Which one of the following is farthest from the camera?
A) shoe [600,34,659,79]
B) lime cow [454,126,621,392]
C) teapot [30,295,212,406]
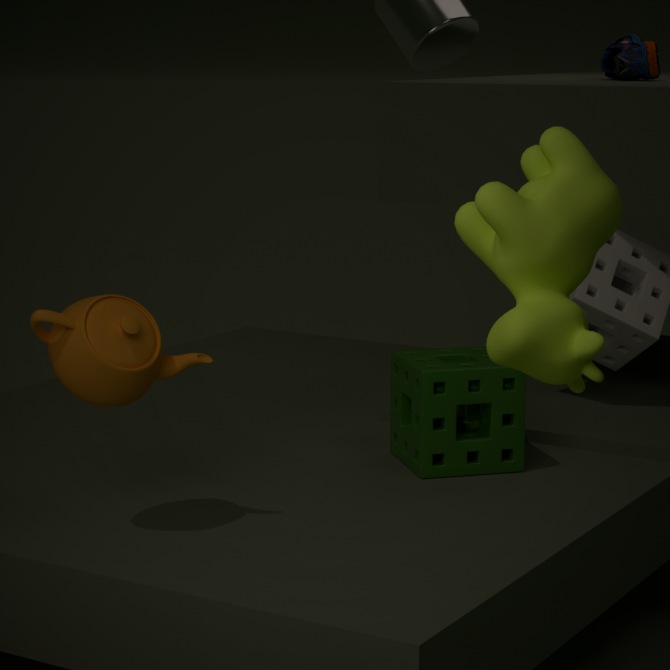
shoe [600,34,659,79]
